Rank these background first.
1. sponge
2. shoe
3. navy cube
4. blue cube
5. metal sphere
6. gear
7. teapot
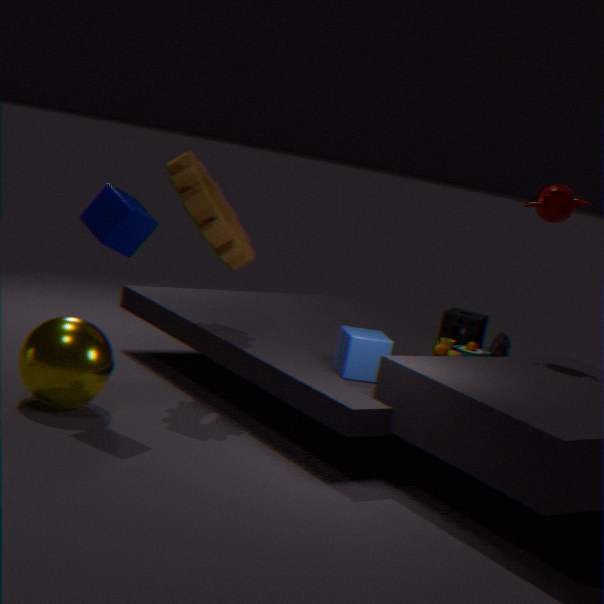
shoe < sponge < teapot < gear < blue cube < metal sphere < navy cube
